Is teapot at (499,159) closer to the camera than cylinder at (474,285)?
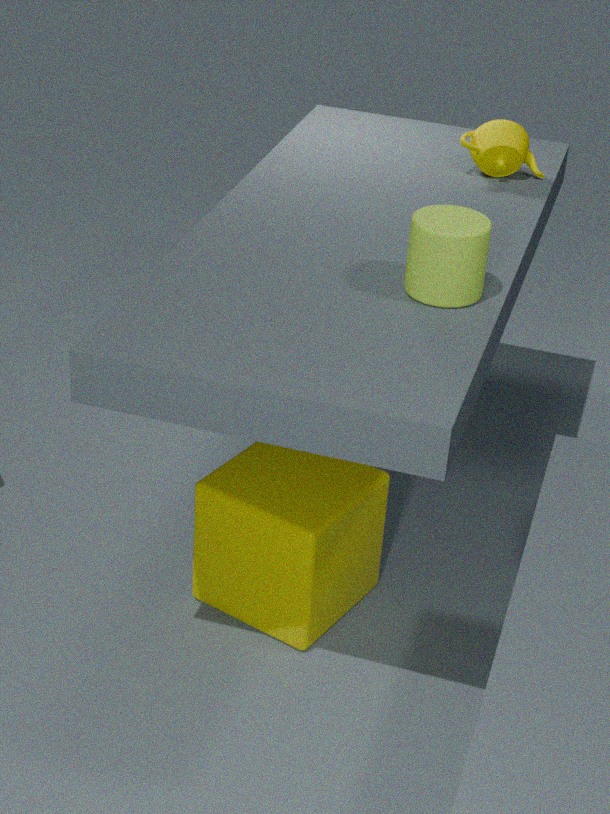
No
